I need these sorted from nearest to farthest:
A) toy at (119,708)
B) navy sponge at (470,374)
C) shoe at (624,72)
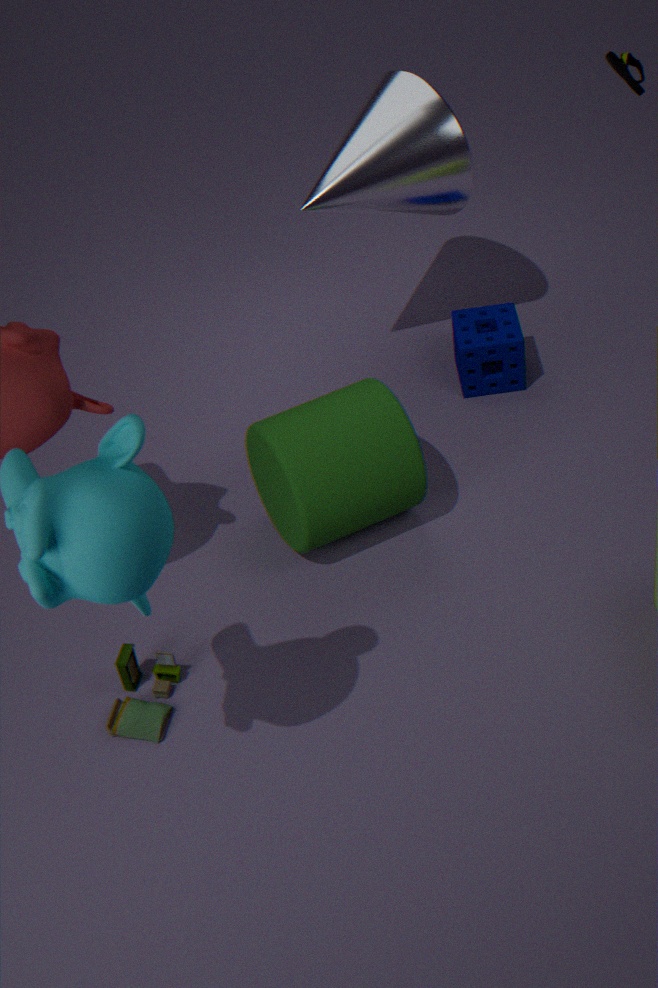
toy at (119,708)
shoe at (624,72)
navy sponge at (470,374)
